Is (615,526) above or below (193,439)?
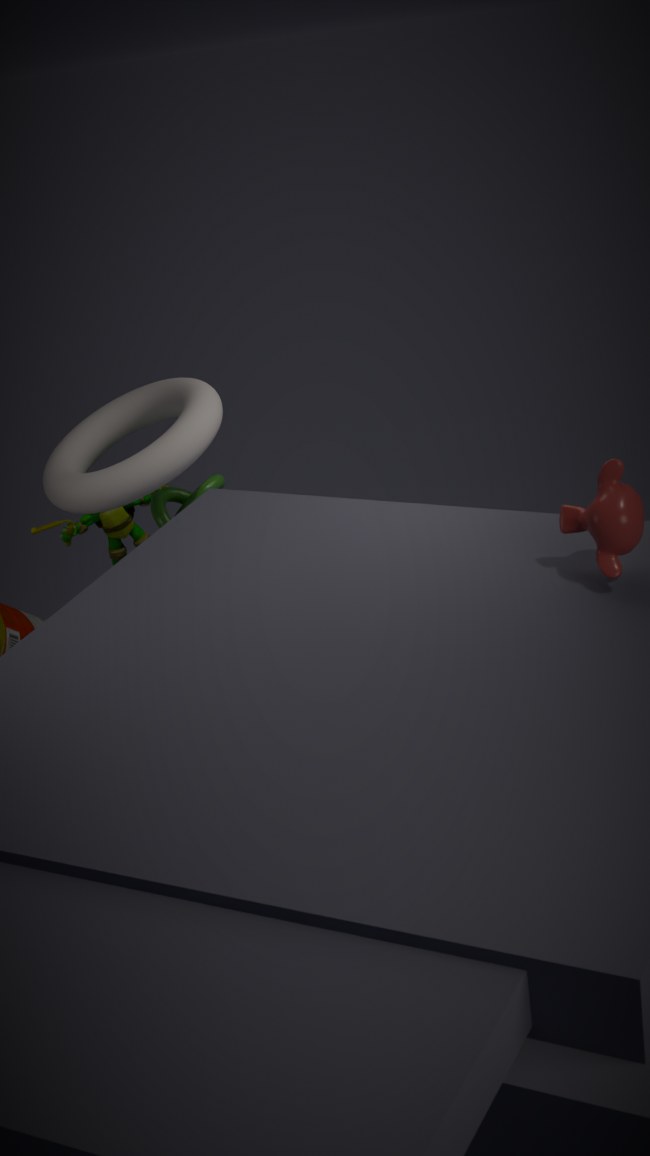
above
